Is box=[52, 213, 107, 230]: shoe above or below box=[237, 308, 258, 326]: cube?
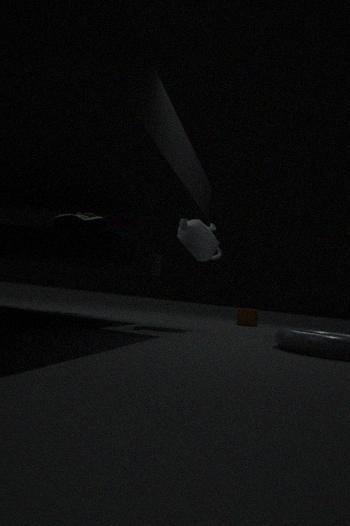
above
